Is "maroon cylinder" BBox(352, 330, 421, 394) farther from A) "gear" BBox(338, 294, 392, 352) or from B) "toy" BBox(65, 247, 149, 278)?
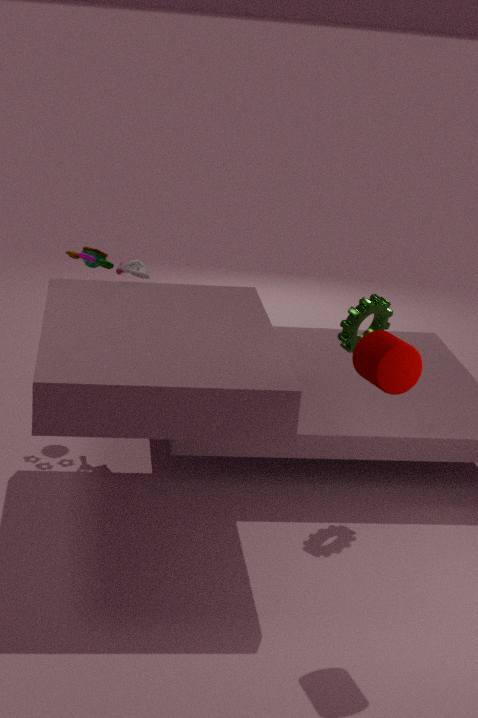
B) "toy" BBox(65, 247, 149, 278)
